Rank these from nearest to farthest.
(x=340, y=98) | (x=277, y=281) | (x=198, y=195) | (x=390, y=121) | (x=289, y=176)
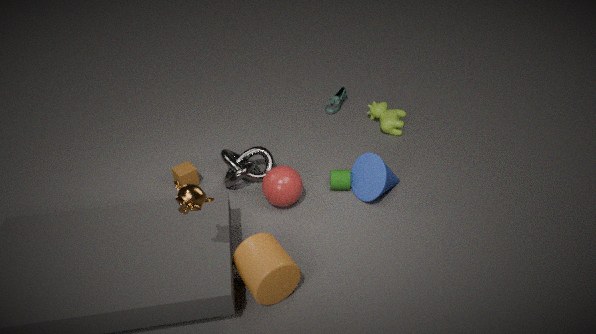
(x=198, y=195)
(x=277, y=281)
(x=289, y=176)
(x=390, y=121)
(x=340, y=98)
